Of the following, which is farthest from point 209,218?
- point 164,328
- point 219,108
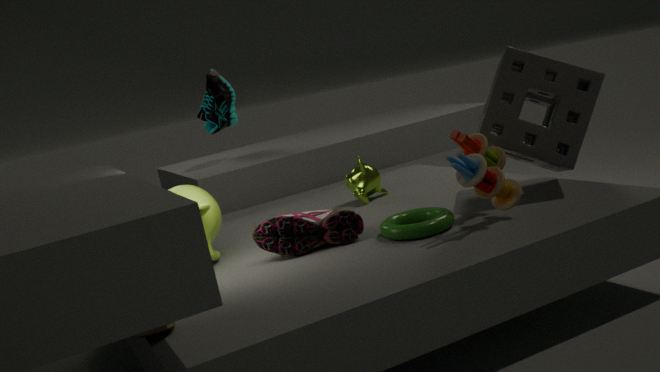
point 219,108
